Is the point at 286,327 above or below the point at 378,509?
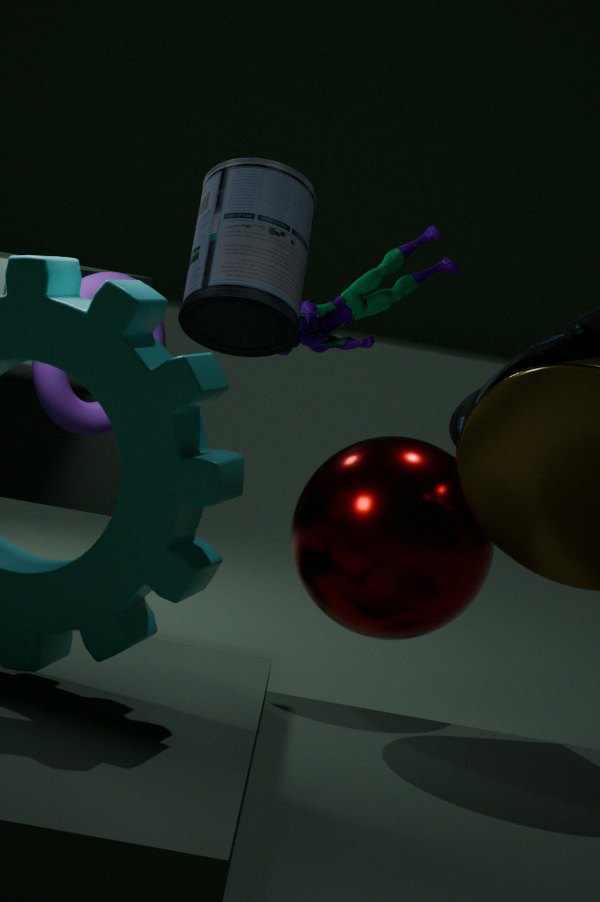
above
